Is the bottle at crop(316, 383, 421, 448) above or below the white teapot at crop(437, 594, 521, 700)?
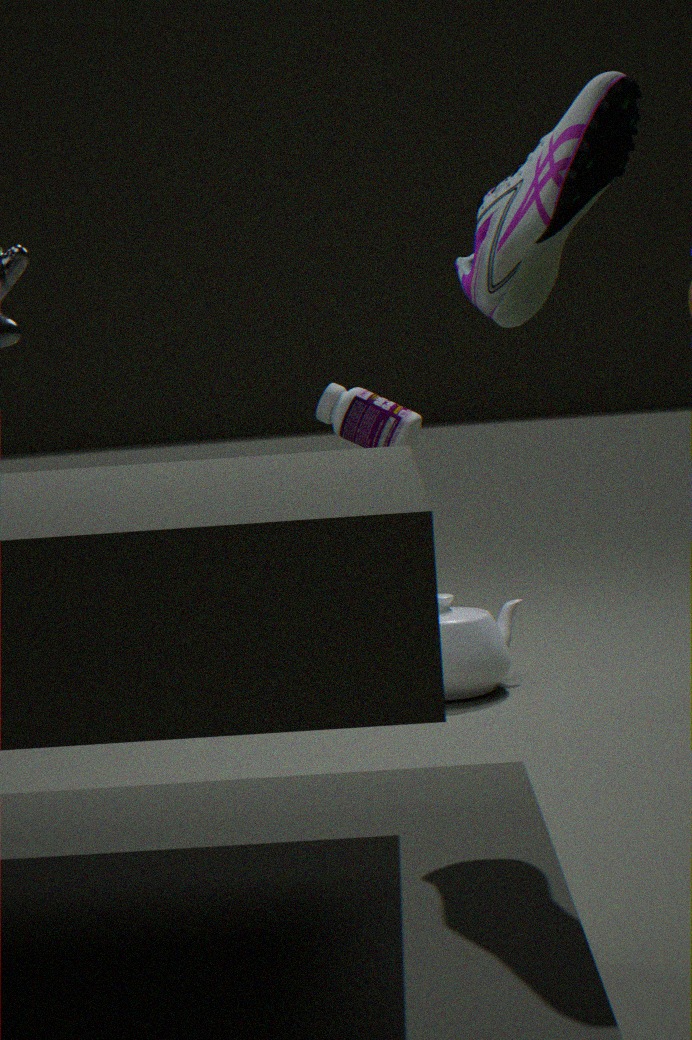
above
